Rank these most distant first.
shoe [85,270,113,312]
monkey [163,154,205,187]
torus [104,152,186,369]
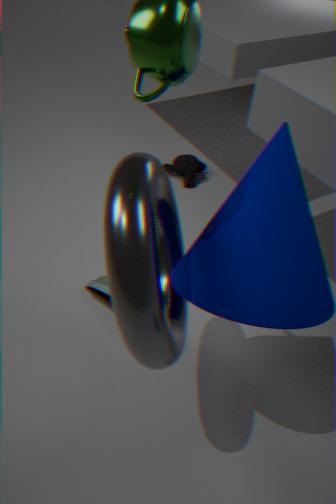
1. monkey [163,154,205,187]
2. shoe [85,270,113,312]
3. torus [104,152,186,369]
